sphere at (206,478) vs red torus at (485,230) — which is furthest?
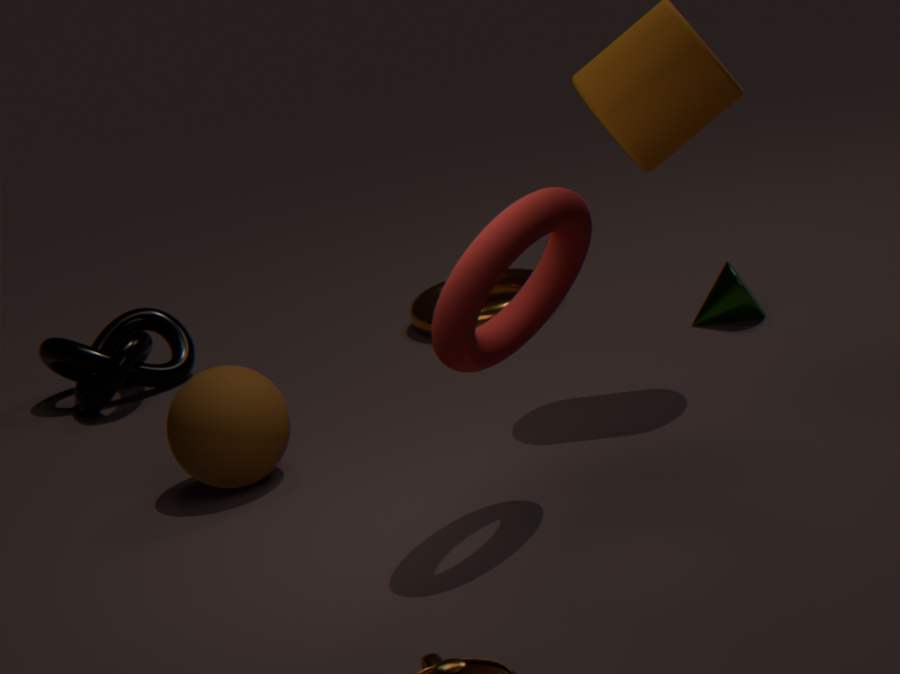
sphere at (206,478)
